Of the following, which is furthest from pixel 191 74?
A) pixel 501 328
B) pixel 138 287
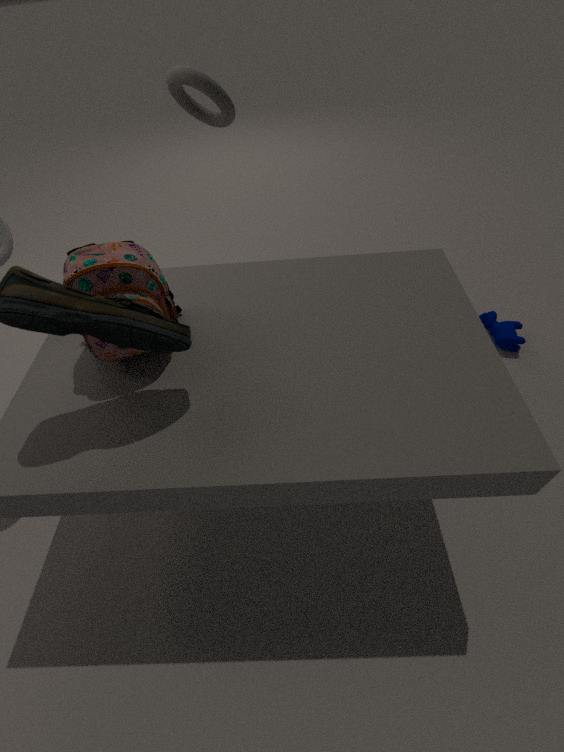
pixel 501 328
